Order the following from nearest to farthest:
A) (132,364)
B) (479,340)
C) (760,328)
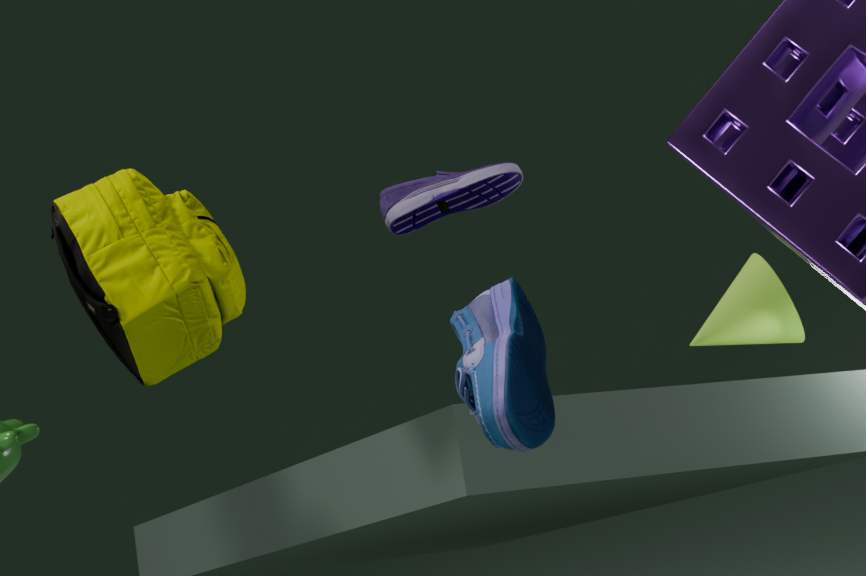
(479,340), (132,364), (760,328)
